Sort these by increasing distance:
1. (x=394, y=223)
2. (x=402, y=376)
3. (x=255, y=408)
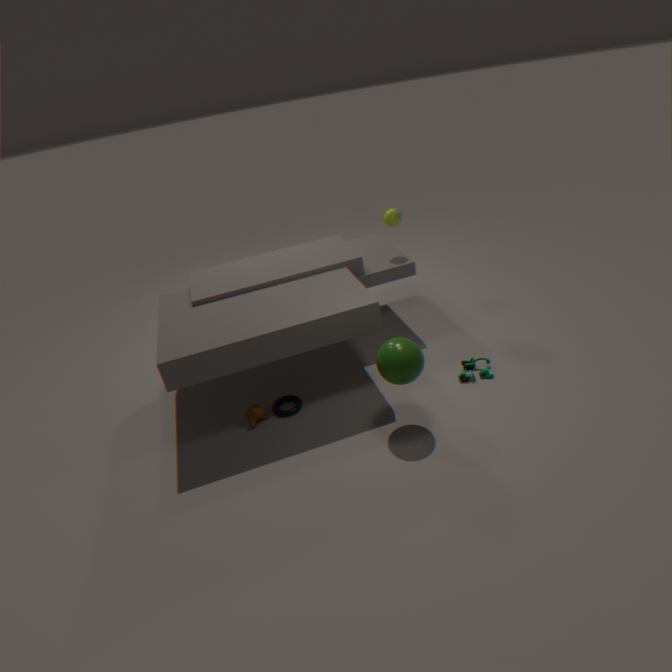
(x=402, y=376) < (x=255, y=408) < (x=394, y=223)
